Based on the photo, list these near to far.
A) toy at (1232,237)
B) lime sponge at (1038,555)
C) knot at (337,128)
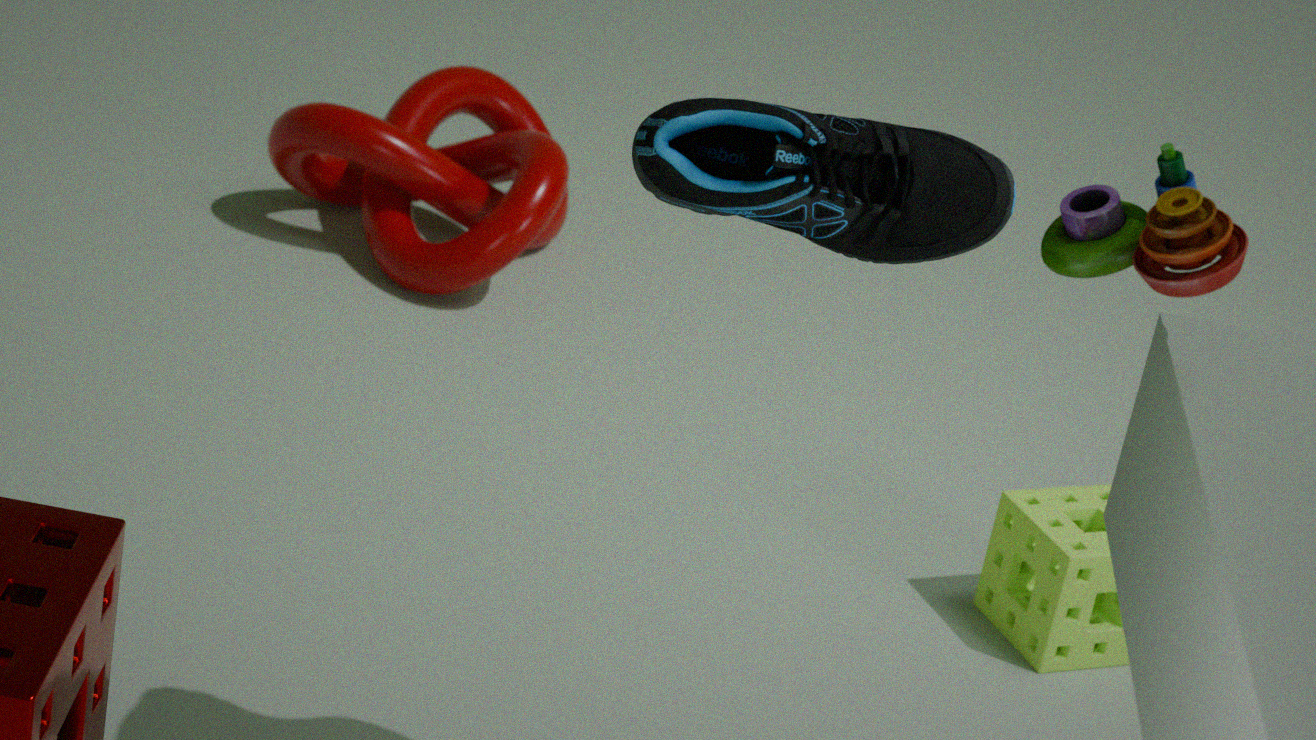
toy at (1232,237), lime sponge at (1038,555), knot at (337,128)
